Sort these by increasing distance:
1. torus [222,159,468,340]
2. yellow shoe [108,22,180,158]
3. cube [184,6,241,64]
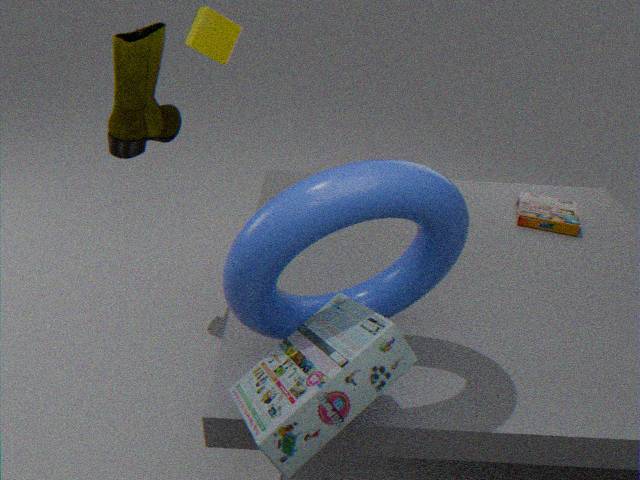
1. torus [222,159,468,340]
2. yellow shoe [108,22,180,158]
3. cube [184,6,241,64]
